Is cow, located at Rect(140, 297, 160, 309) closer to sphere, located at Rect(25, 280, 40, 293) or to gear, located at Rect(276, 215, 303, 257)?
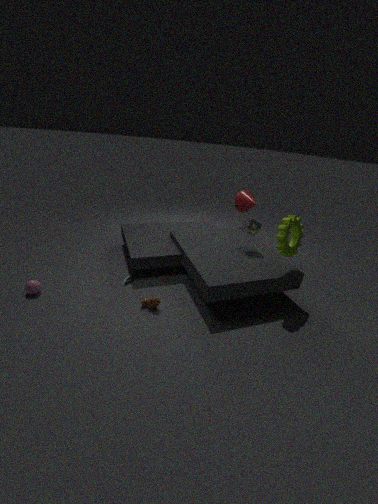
sphere, located at Rect(25, 280, 40, 293)
